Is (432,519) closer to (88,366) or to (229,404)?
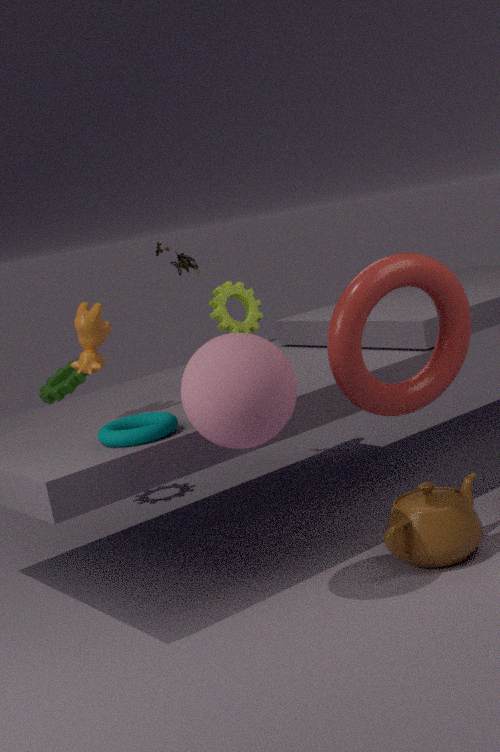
(229,404)
